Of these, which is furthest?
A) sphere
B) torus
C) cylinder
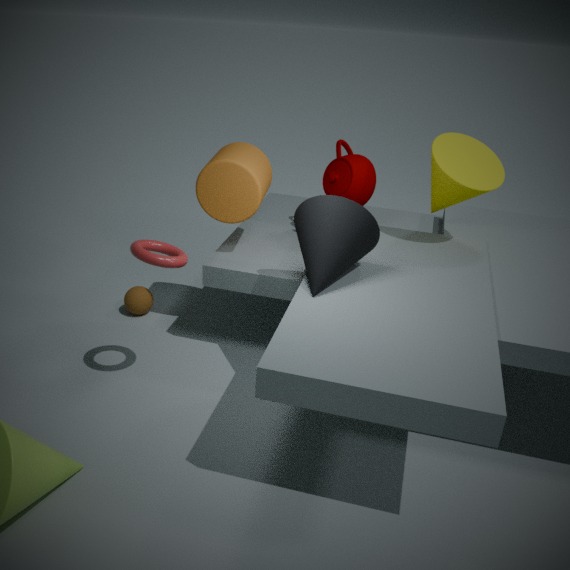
A. sphere
